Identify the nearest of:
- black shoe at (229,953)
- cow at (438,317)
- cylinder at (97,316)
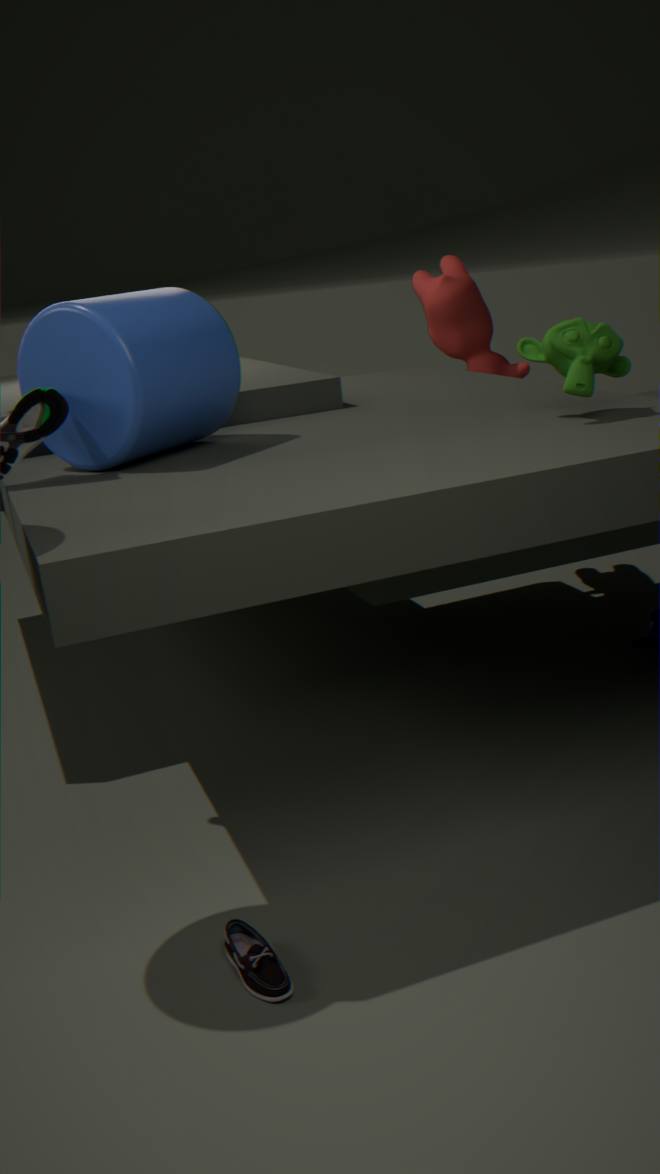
black shoe at (229,953)
